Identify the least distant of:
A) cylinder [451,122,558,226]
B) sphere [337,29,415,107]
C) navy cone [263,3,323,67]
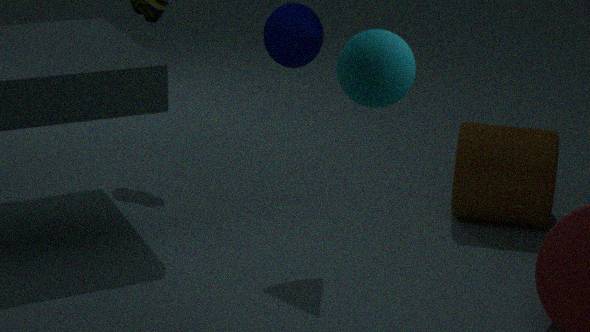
B. sphere [337,29,415,107]
